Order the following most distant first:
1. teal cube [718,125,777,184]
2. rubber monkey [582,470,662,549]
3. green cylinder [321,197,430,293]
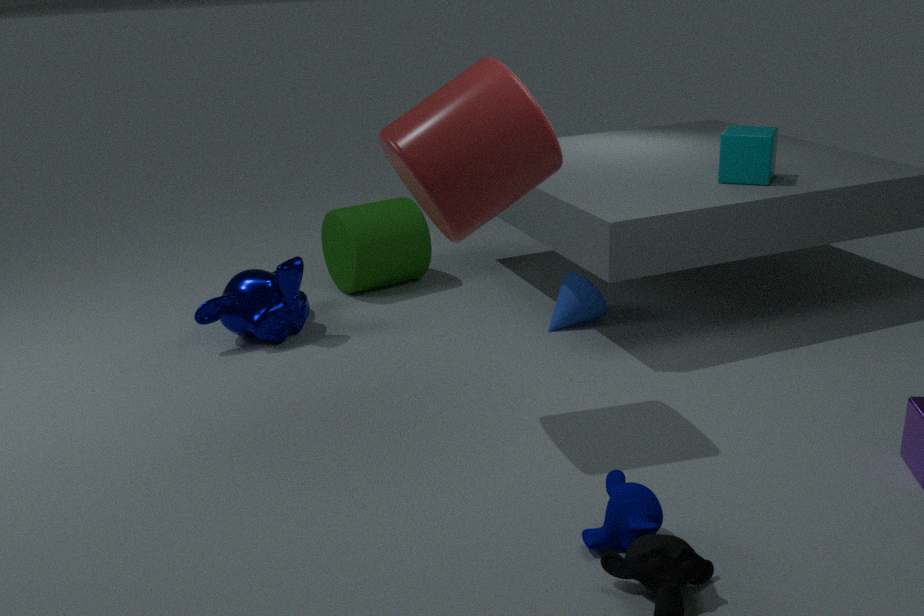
green cylinder [321,197,430,293] → teal cube [718,125,777,184] → rubber monkey [582,470,662,549]
